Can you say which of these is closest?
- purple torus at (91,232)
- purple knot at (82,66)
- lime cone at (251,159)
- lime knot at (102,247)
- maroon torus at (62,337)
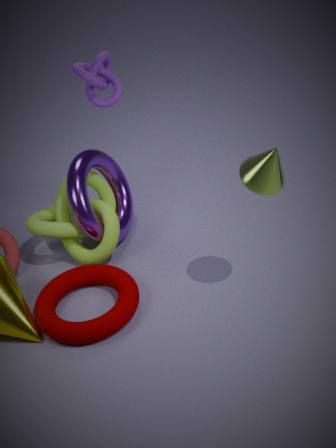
lime cone at (251,159)
